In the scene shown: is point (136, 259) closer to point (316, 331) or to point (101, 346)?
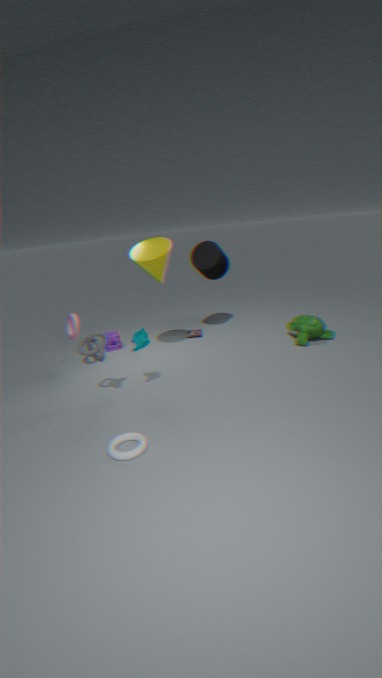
point (101, 346)
